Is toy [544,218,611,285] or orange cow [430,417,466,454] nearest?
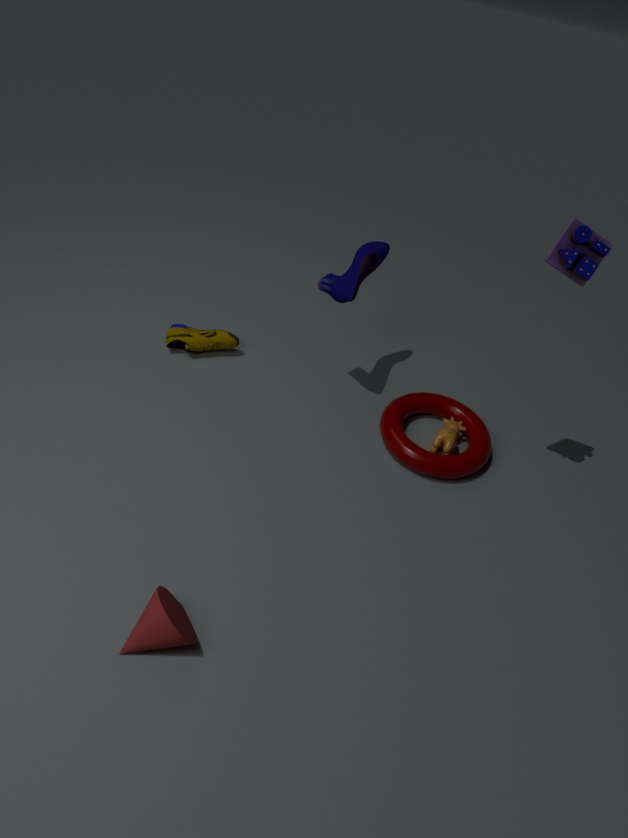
toy [544,218,611,285]
